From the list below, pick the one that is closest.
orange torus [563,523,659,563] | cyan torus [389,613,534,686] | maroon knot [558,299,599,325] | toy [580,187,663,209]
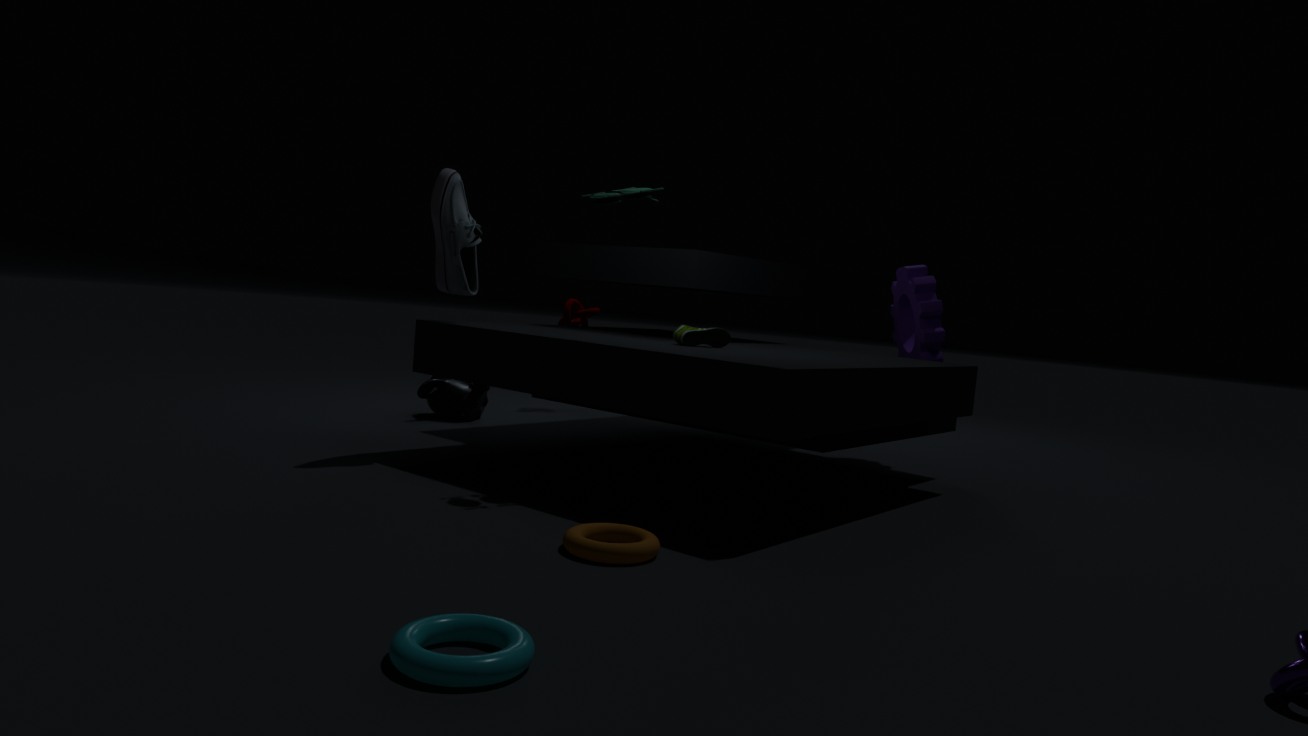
cyan torus [389,613,534,686]
